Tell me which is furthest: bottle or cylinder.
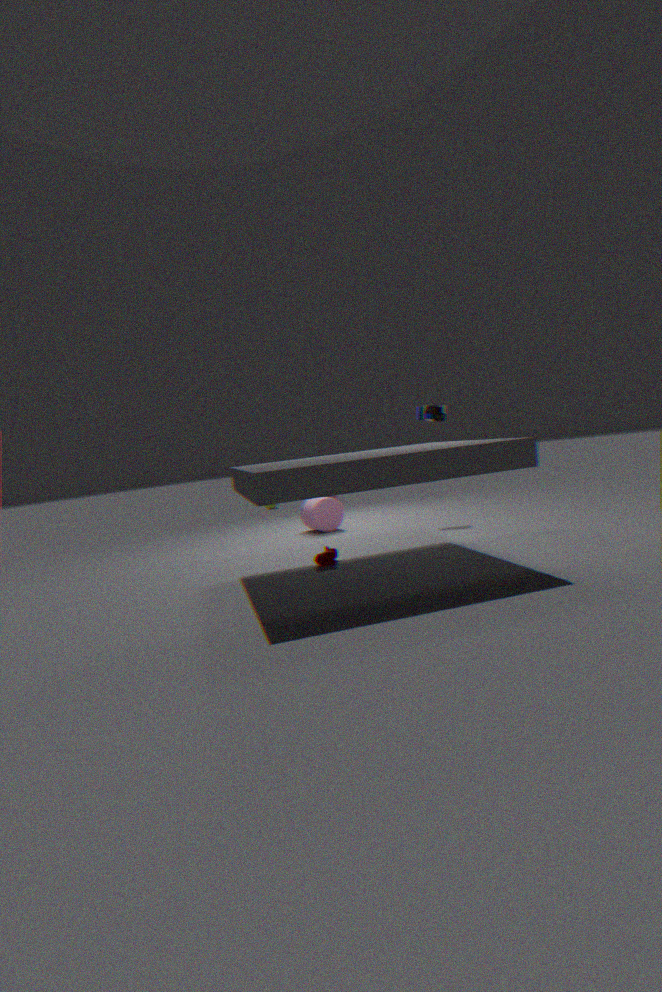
cylinder
